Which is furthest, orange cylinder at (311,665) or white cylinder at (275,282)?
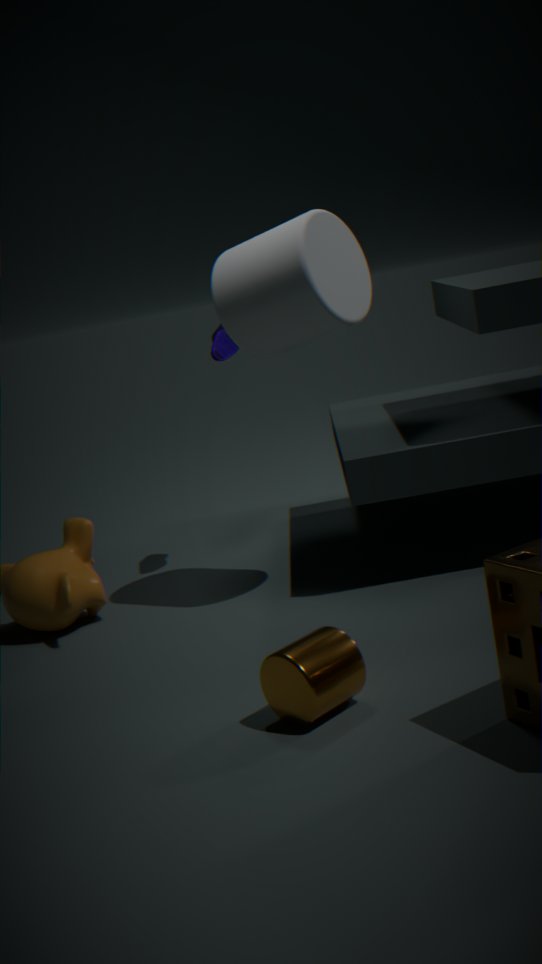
white cylinder at (275,282)
